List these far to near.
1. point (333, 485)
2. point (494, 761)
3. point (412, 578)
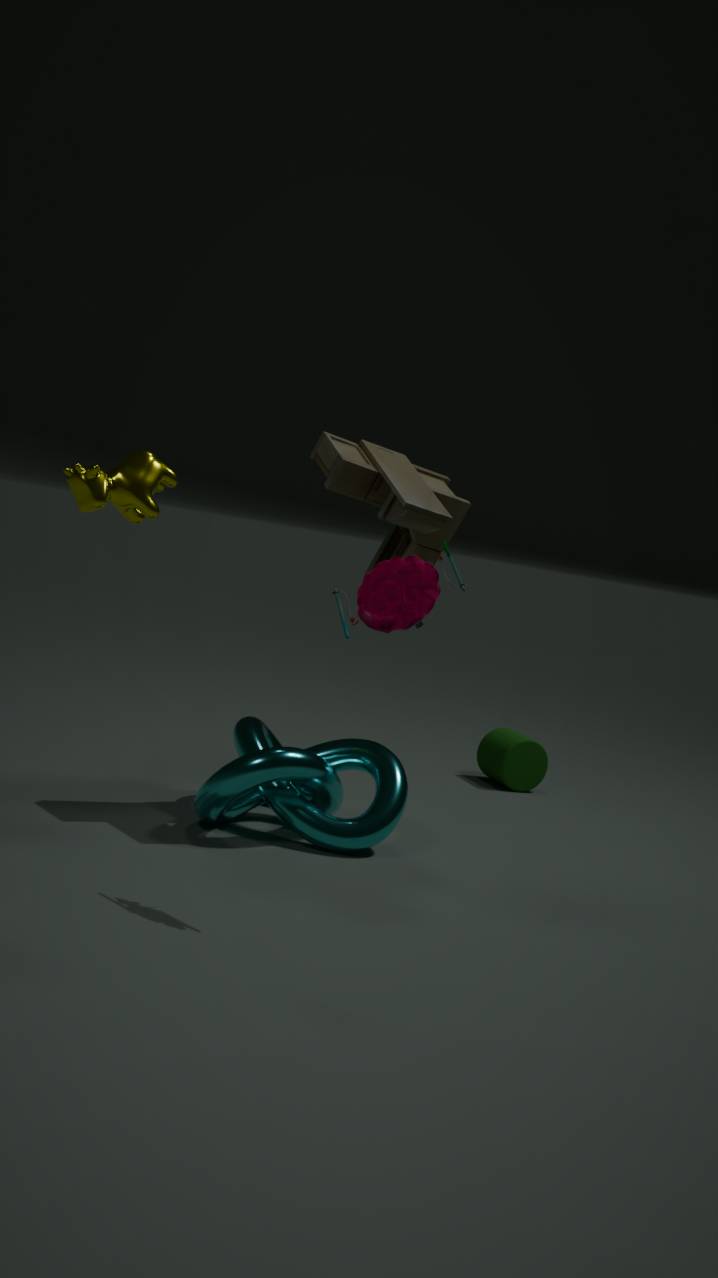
point (494, 761), point (333, 485), point (412, 578)
